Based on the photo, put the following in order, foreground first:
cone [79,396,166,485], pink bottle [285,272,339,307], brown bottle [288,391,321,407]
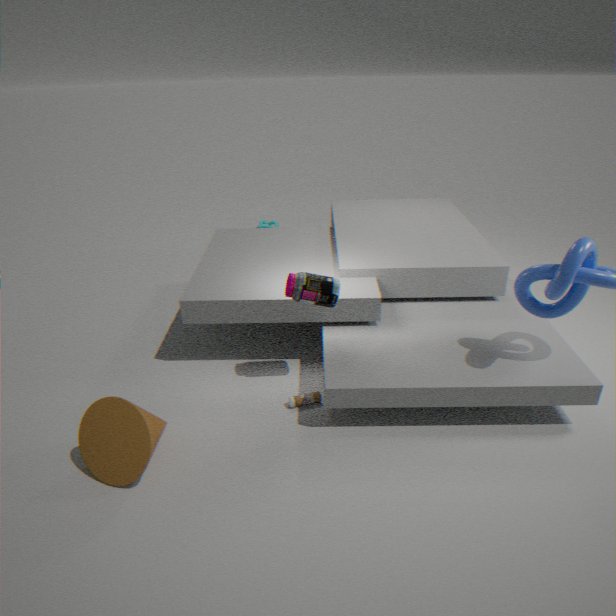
cone [79,396,166,485] → pink bottle [285,272,339,307] → brown bottle [288,391,321,407]
